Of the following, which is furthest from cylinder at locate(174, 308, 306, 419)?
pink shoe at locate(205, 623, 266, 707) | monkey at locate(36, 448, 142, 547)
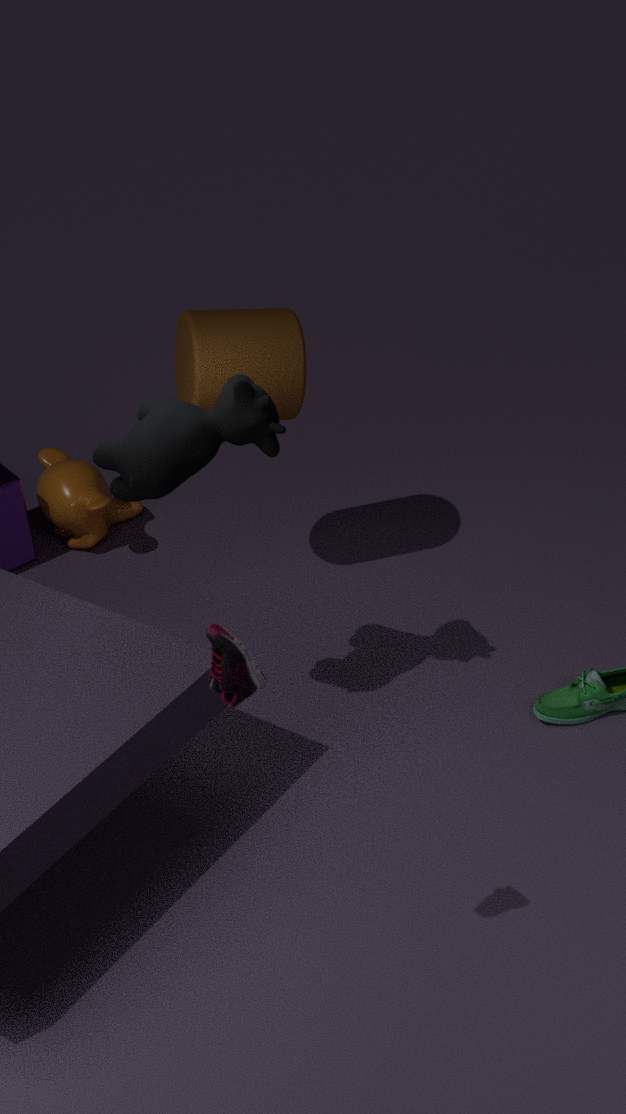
pink shoe at locate(205, 623, 266, 707)
